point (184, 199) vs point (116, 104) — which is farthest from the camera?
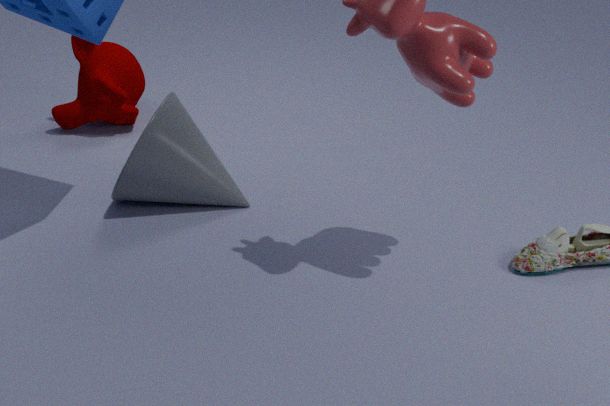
point (116, 104)
